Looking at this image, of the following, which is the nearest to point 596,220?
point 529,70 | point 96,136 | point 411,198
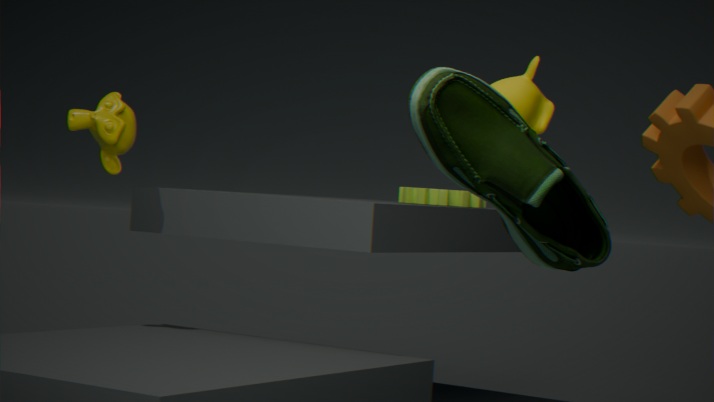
point 529,70
